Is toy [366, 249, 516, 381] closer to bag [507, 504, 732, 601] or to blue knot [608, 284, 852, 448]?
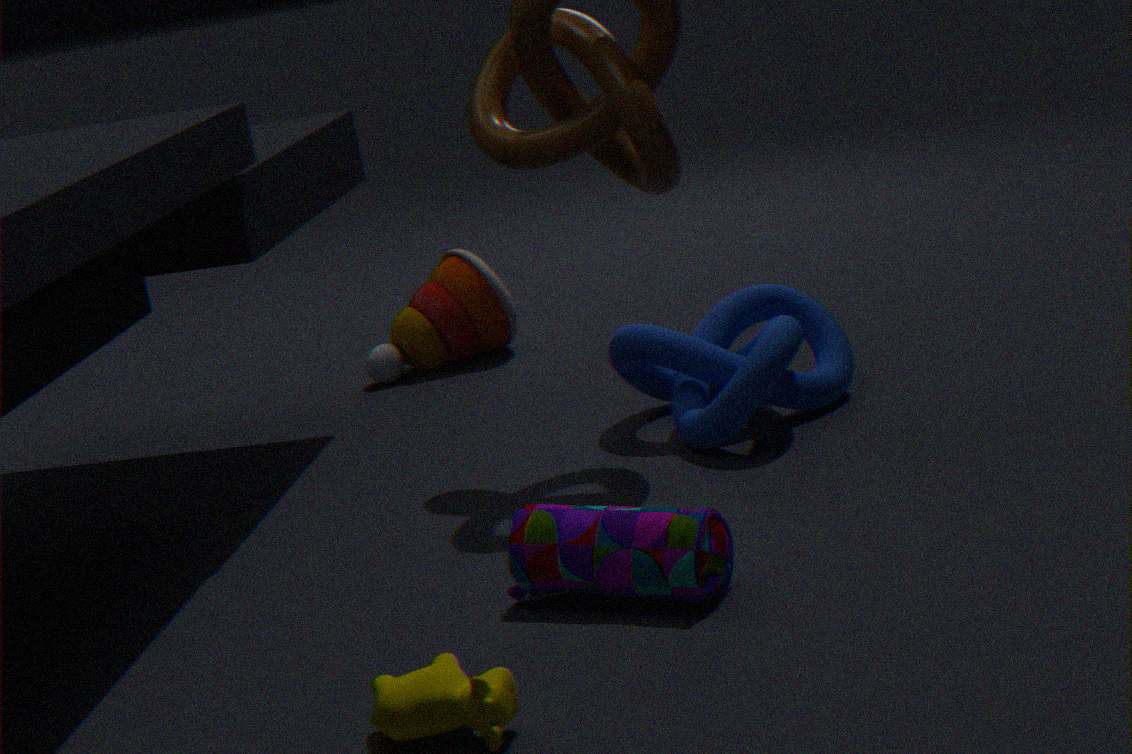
blue knot [608, 284, 852, 448]
